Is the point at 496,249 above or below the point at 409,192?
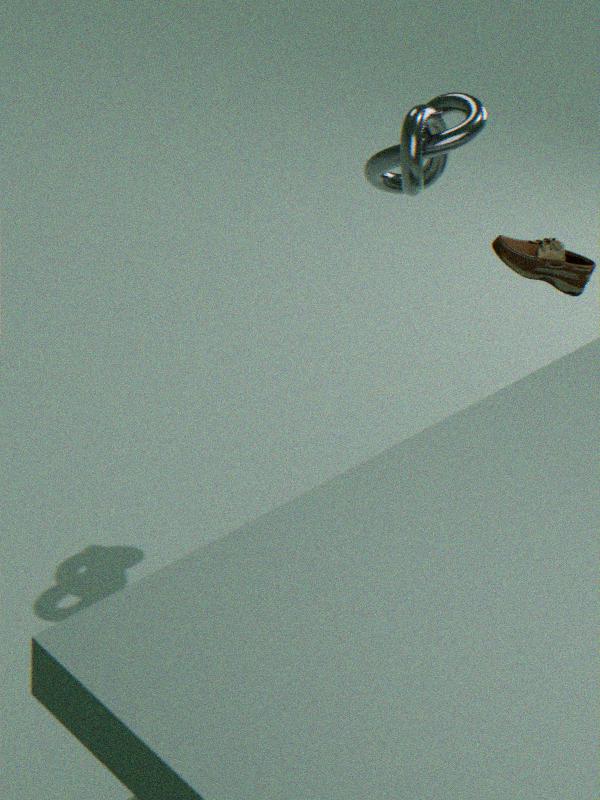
below
